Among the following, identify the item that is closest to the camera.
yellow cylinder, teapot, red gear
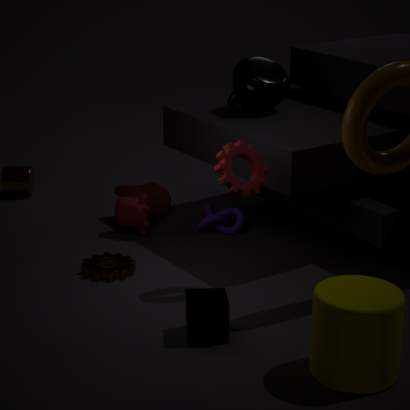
yellow cylinder
